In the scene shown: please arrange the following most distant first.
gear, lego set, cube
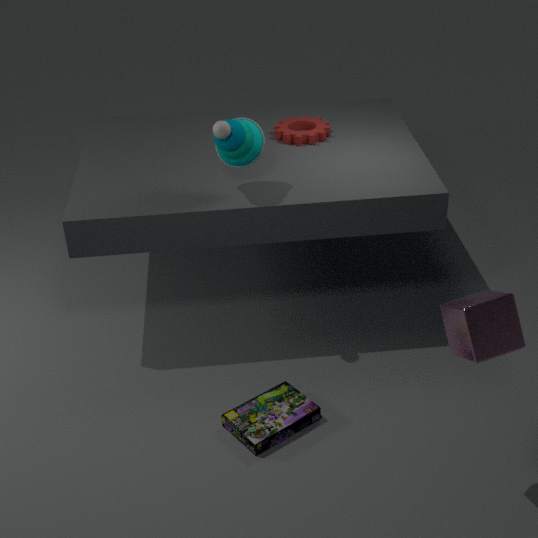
gear, lego set, cube
